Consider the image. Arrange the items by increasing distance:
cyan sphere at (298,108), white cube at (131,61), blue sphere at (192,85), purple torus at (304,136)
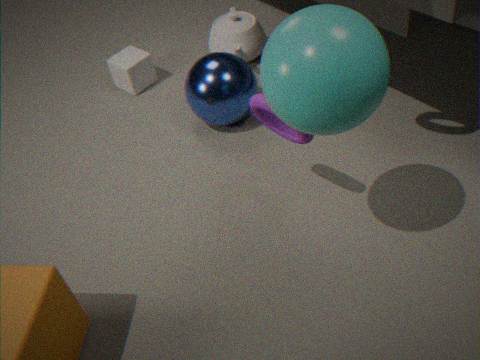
cyan sphere at (298,108) < purple torus at (304,136) < blue sphere at (192,85) < white cube at (131,61)
